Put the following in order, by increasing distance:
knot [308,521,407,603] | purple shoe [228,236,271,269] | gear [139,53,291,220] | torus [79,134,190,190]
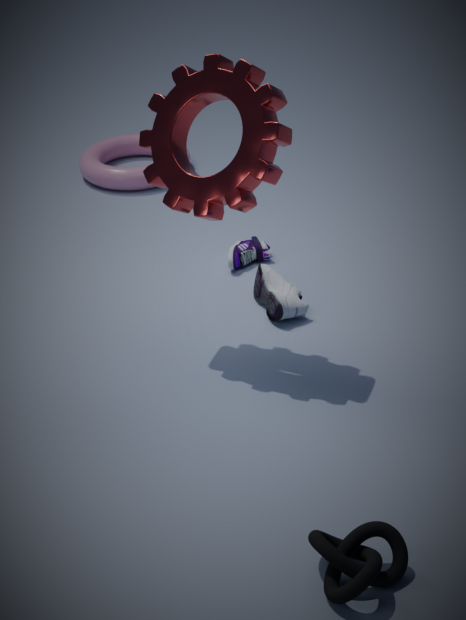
knot [308,521,407,603]
gear [139,53,291,220]
purple shoe [228,236,271,269]
torus [79,134,190,190]
